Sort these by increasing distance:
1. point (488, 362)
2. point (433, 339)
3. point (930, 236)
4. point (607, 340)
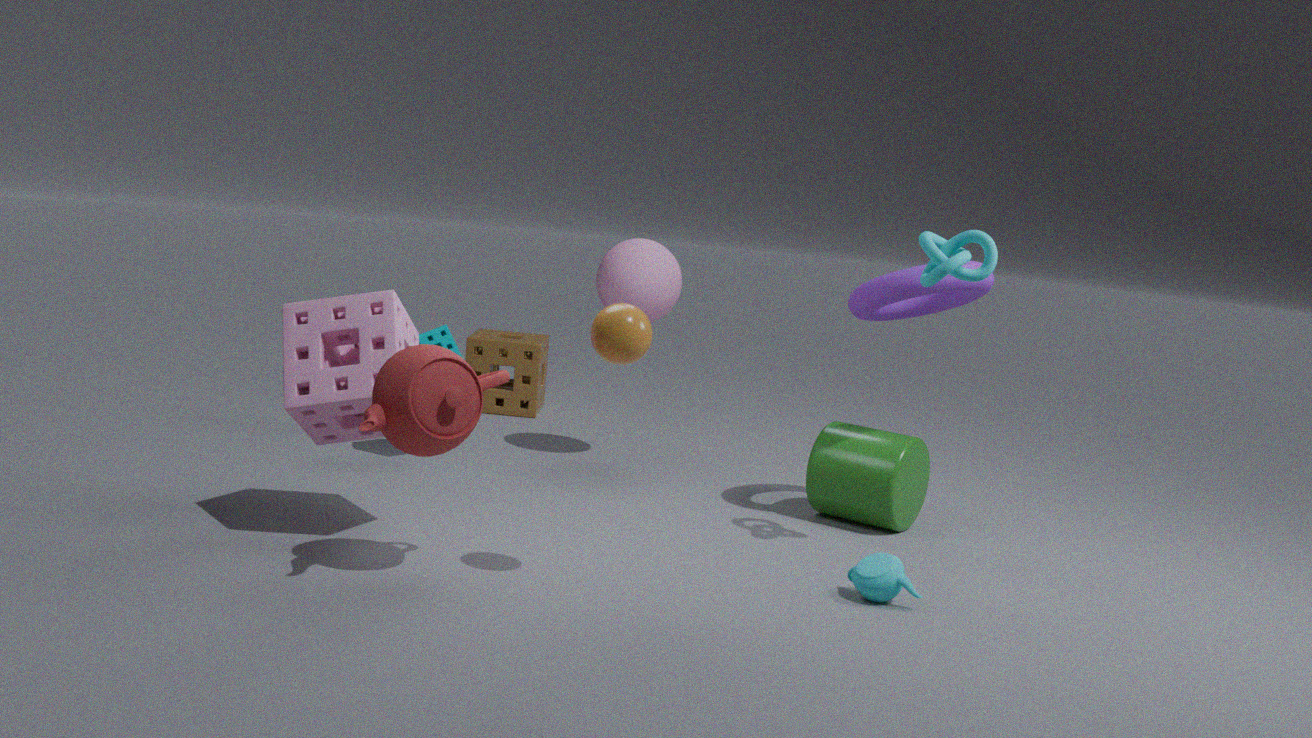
point (607, 340) → point (930, 236) → point (433, 339) → point (488, 362)
